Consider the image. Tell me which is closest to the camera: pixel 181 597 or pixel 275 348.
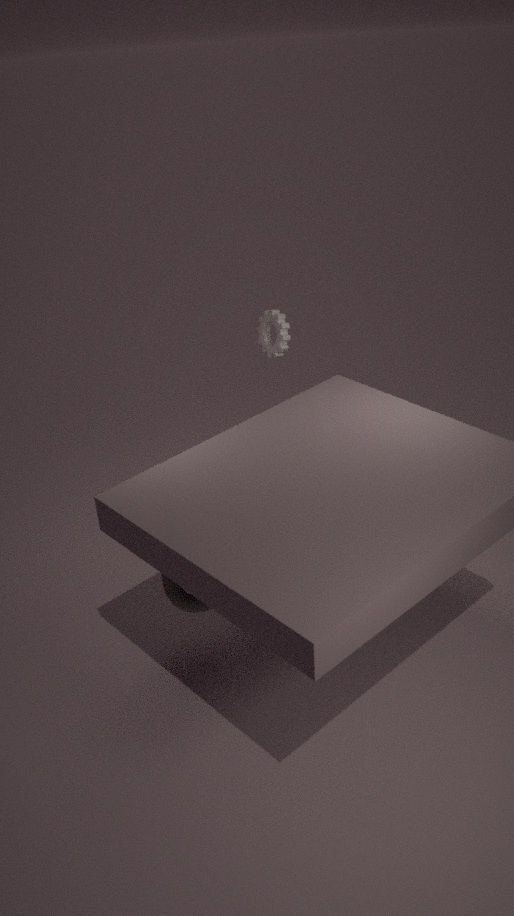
pixel 181 597
